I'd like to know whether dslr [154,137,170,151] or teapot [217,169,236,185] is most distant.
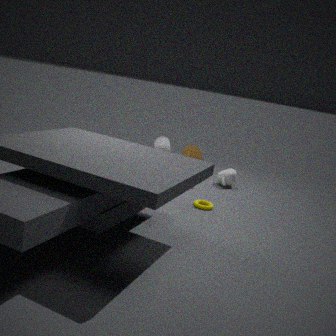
teapot [217,169,236,185]
